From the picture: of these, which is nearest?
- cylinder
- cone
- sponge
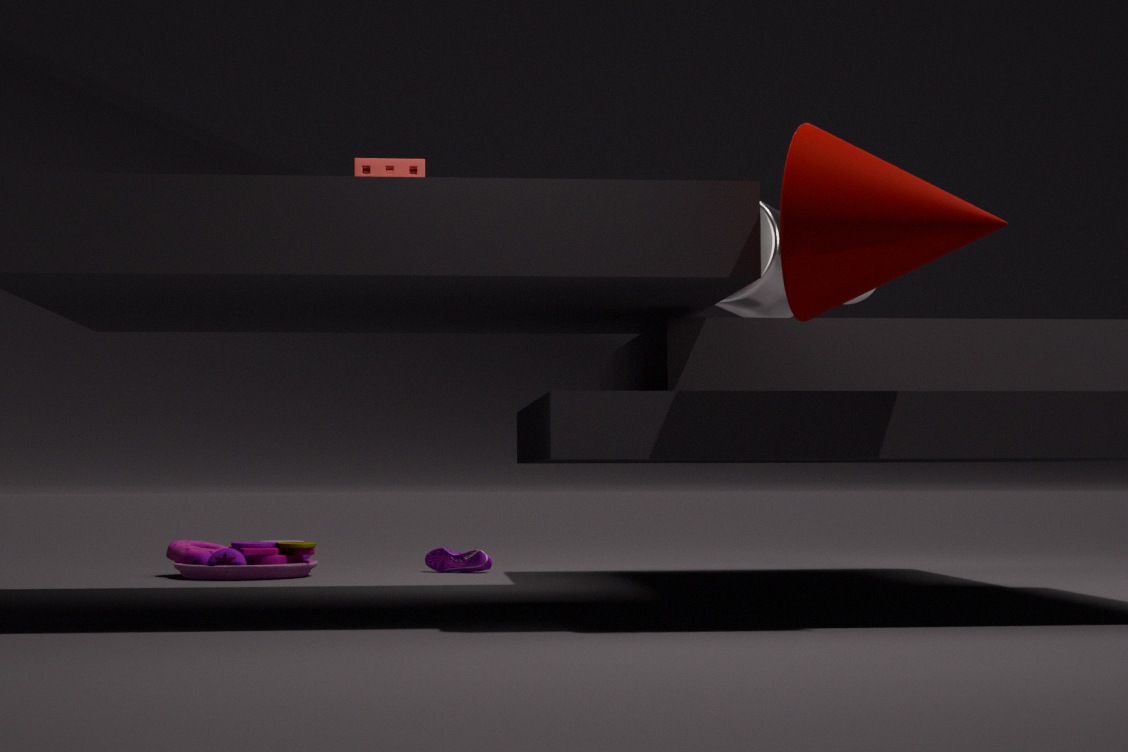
cone
